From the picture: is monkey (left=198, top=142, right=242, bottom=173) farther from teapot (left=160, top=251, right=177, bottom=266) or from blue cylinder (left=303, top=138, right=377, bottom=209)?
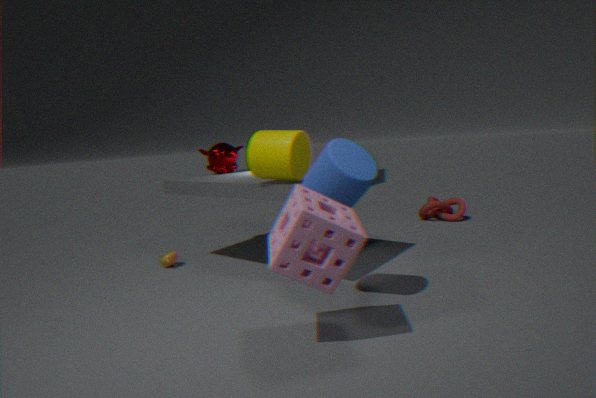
blue cylinder (left=303, top=138, right=377, bottom=209)
